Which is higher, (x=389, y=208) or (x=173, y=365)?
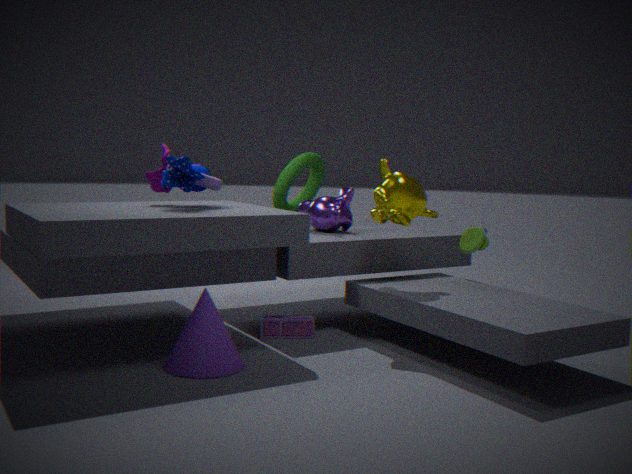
(x=389, y=208)
